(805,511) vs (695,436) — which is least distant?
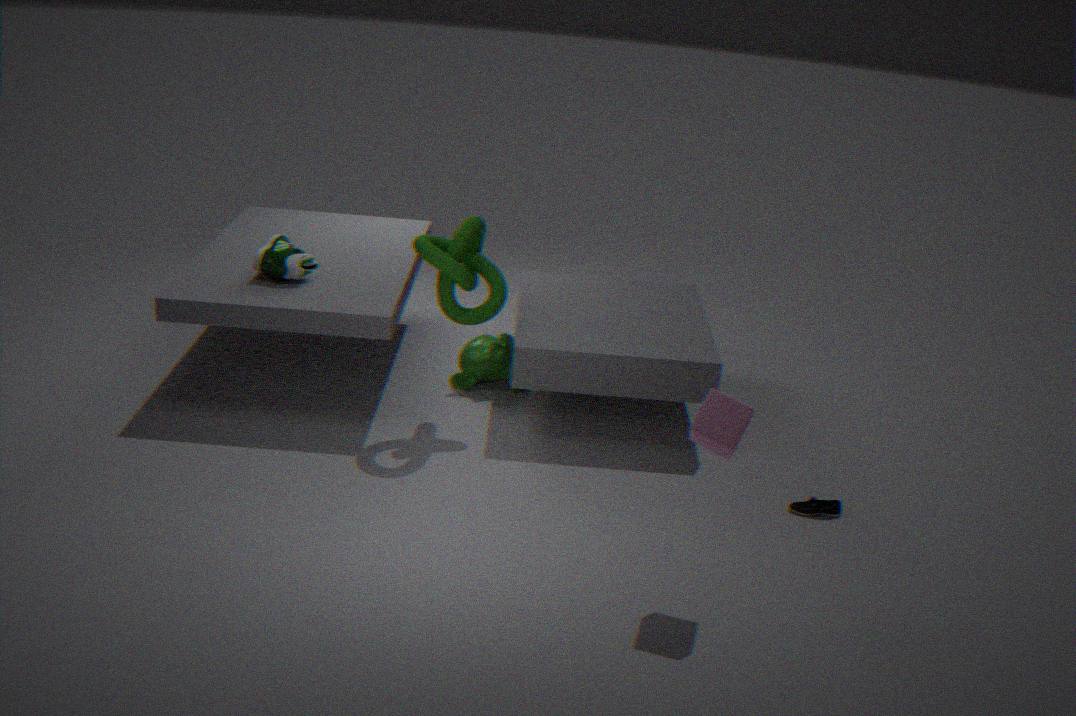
(695,436)
